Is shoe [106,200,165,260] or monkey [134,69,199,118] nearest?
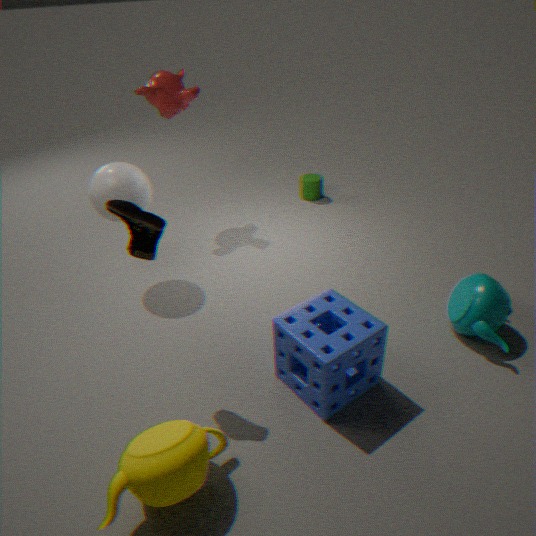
shoe [106,200,165,260]
